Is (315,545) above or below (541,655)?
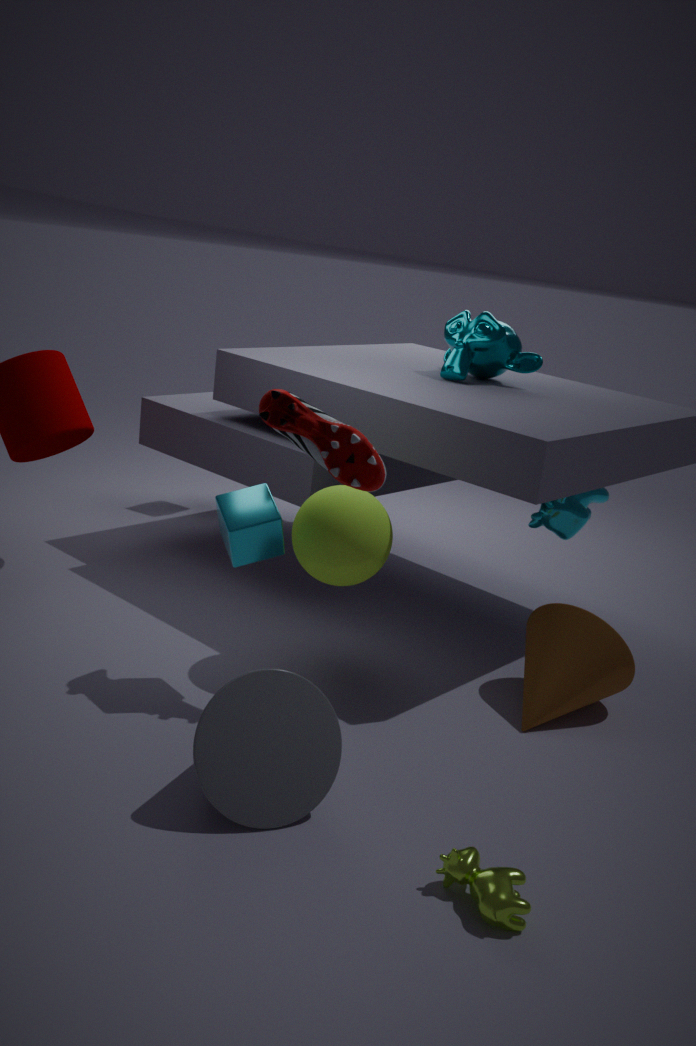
above
